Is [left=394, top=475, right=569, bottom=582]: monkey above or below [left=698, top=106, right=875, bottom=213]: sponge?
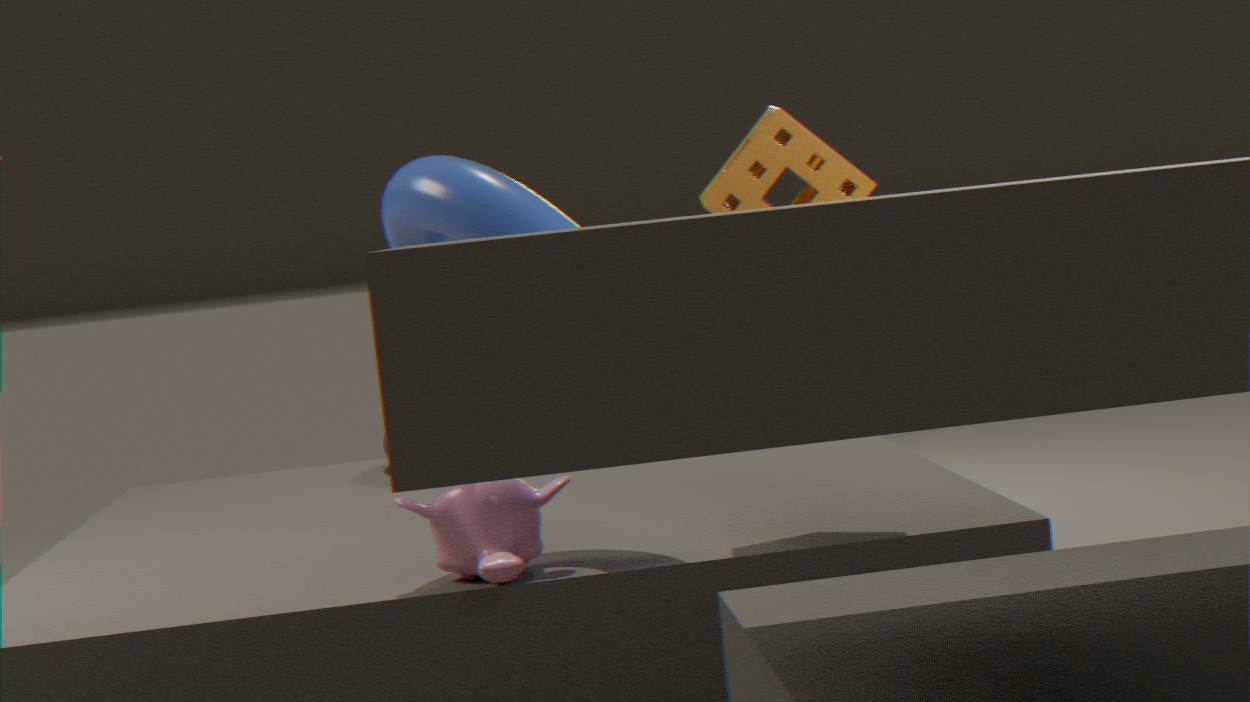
below
